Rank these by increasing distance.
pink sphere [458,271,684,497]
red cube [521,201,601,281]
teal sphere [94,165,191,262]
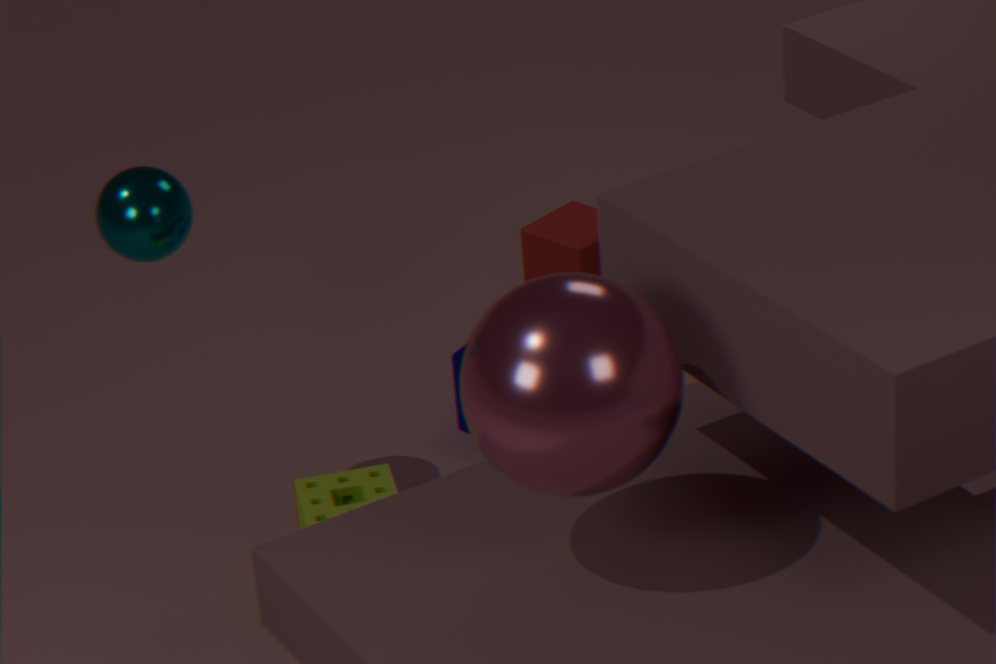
pink sphere [458,271,684,497]
teal sphere [94,165,191,262]
red cube [521,201,601,281]
